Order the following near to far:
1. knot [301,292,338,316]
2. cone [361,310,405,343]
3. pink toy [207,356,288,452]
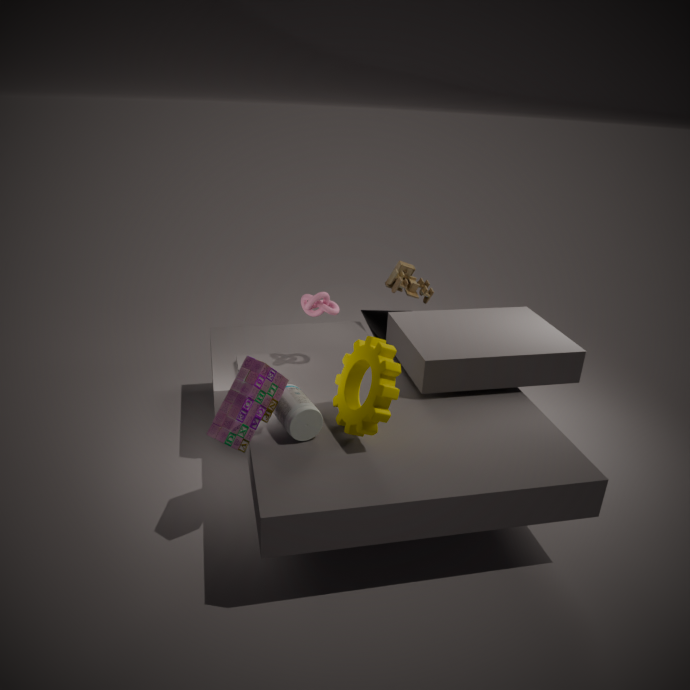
pink toy [207,356,288,452]
knot [301,292,338,316]
cone [361,310,405,343]
